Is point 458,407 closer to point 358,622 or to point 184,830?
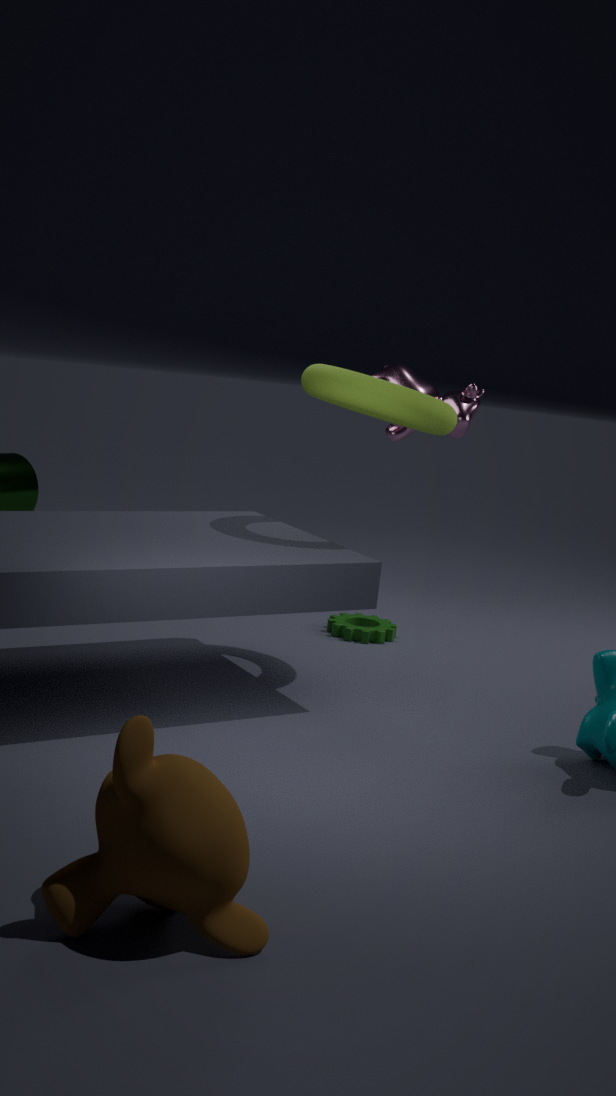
point 358,622
